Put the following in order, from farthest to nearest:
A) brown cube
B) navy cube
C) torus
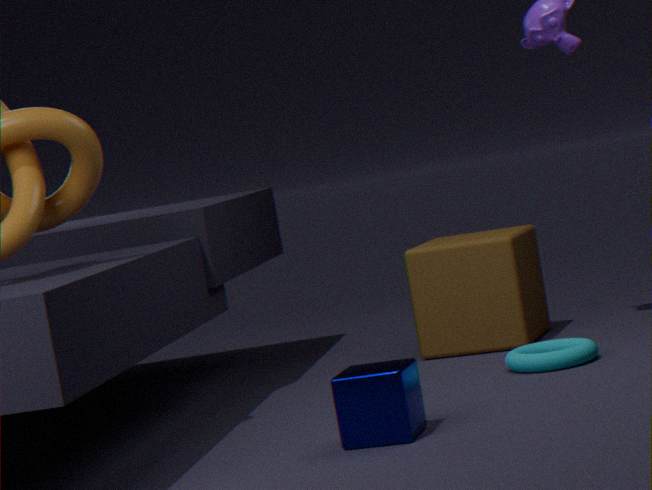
brown cube < torus < navy cube
